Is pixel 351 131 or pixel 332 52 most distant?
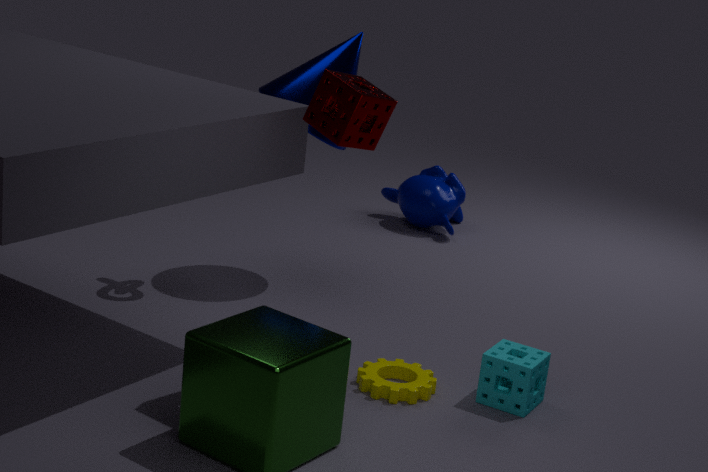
pixel 332 52
